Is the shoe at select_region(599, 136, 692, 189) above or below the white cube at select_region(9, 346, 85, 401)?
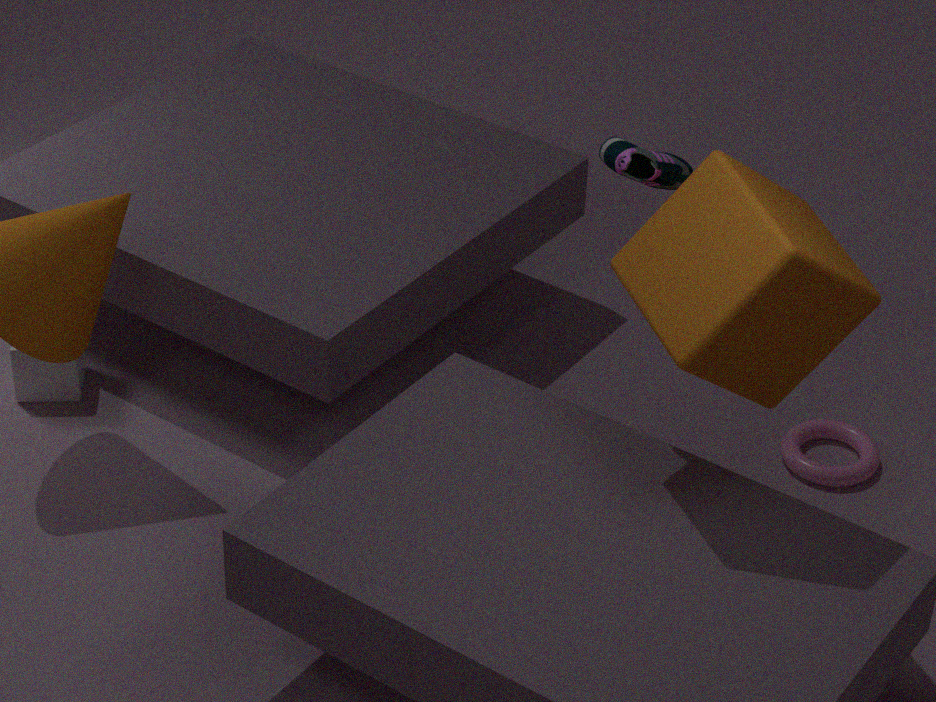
above
